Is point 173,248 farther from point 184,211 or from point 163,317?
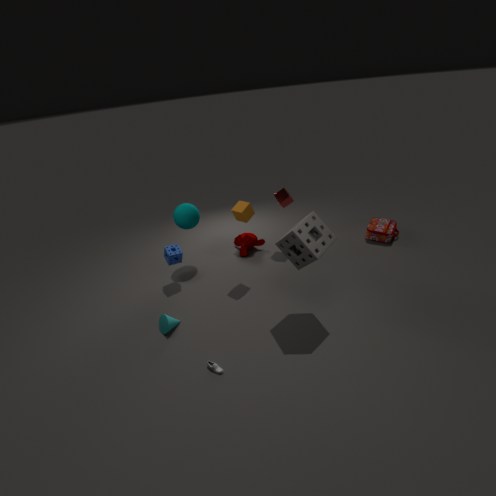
point 163,317
